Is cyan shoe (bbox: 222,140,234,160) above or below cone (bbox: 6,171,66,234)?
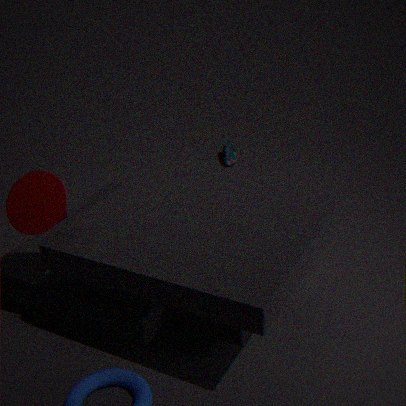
below
